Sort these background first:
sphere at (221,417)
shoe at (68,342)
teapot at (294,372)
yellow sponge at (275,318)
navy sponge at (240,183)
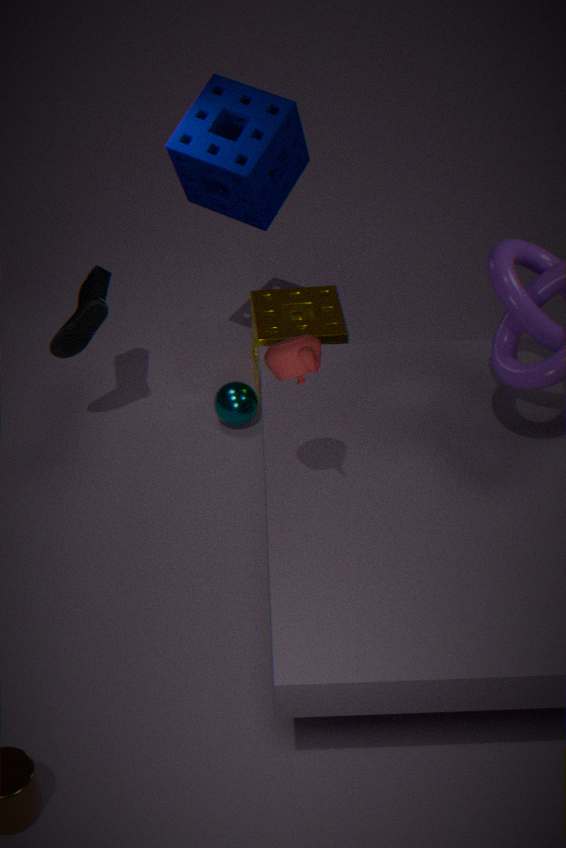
sphere at (221,417) → yellow sponge at (275,318) → shoe at (68,342) → navy sponge at (240,183) → teapot at (294,372)
